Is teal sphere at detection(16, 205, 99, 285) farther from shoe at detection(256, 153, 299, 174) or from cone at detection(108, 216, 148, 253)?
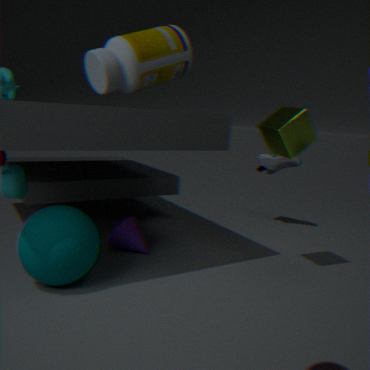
shoe at detection(256, 153, 299, 174)
